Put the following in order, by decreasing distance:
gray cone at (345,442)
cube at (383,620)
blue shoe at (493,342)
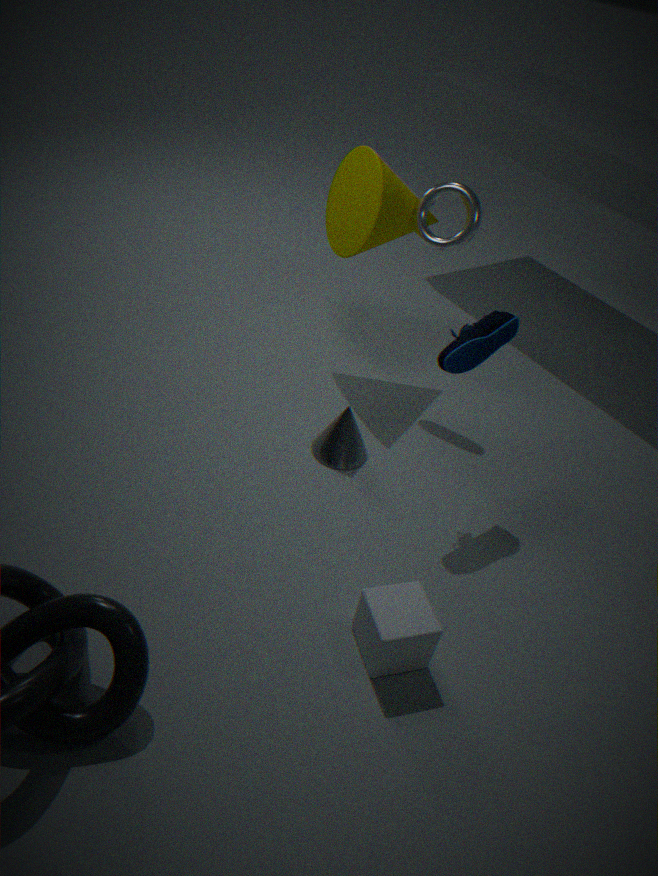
gray cone at (345,442) < blue shoe at (493,342) < cube at (383,620)
